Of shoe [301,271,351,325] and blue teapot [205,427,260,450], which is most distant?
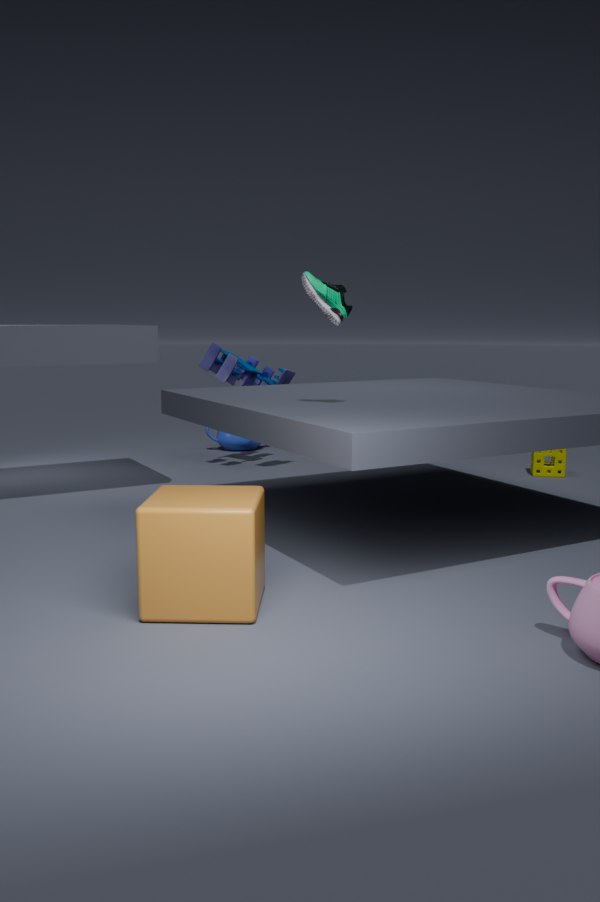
blue teapot [205,427,260,450]
